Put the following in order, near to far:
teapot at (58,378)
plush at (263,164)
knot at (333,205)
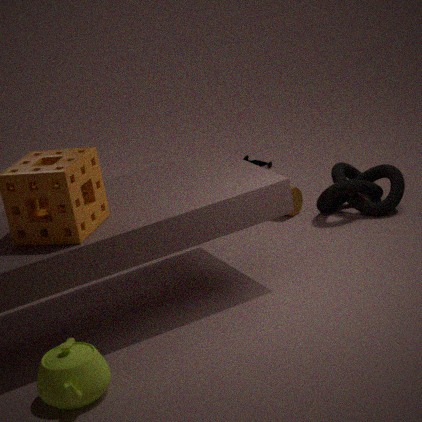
teapot at (58,378)
knot at (333,205)
plush at (263,164)
